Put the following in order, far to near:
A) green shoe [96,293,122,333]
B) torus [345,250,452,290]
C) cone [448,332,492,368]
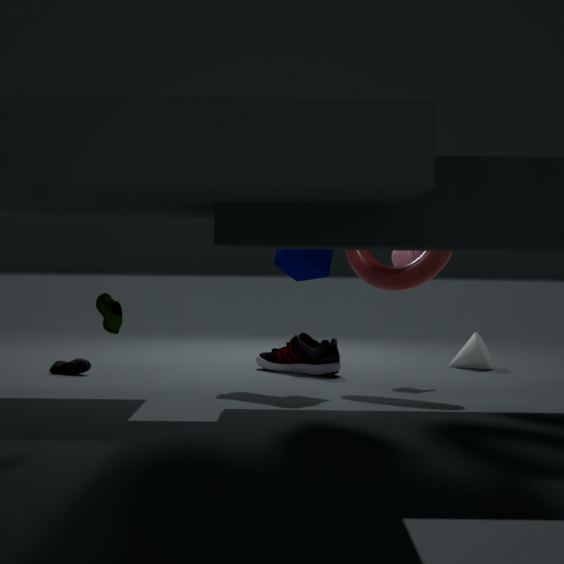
cone [448,332,492,368] → torus [345,250,452,290] → green shoe [96,293,122,333]
